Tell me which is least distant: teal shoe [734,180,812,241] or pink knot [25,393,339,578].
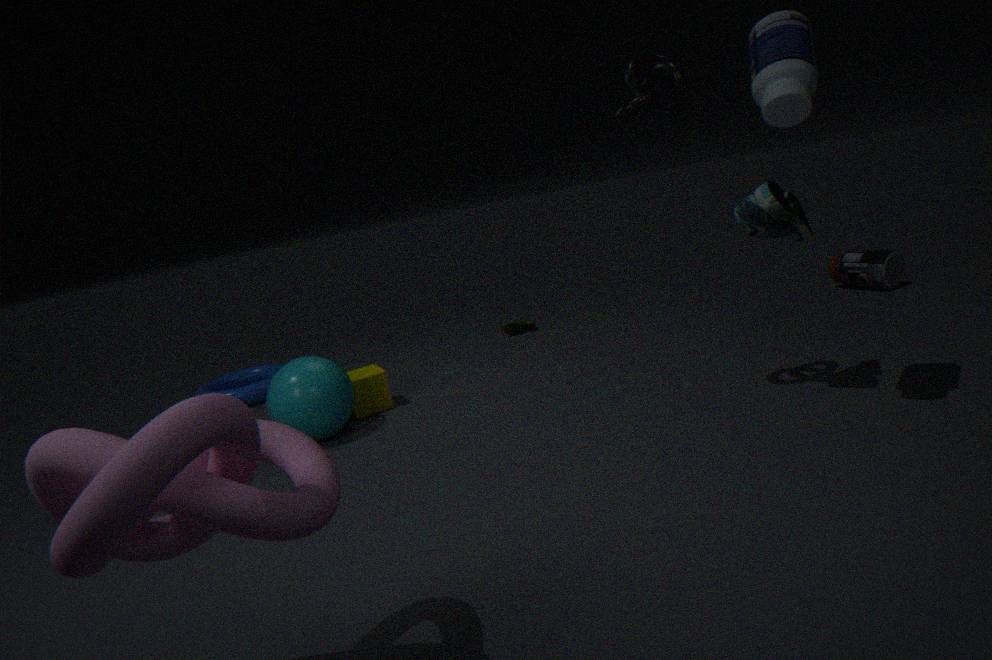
pink knot [25,393,339,578]
